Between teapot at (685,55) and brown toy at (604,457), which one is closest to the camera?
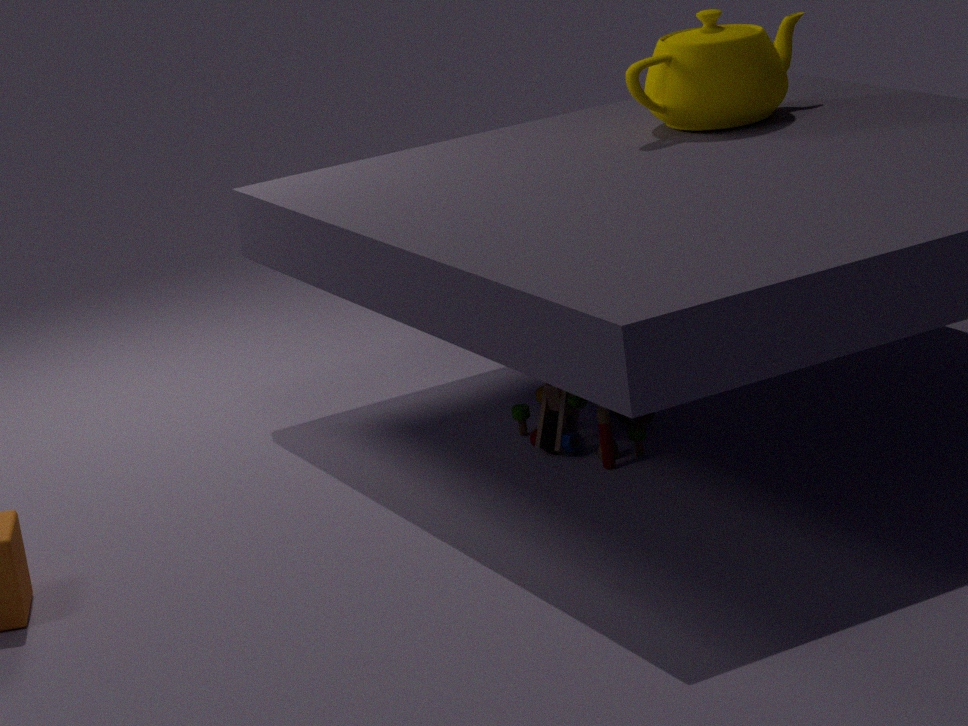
brown toy at (604,457)
